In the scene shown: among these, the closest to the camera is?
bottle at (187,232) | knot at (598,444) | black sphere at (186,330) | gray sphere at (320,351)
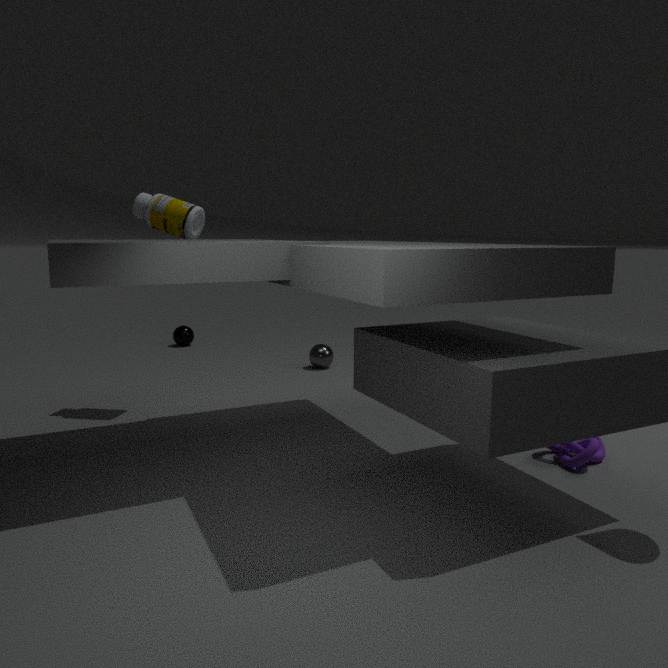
knot at (598,444)
